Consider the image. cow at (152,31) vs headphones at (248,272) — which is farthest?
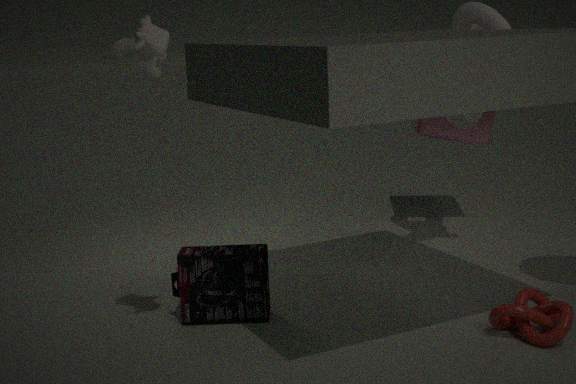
headphones at (248,272)
